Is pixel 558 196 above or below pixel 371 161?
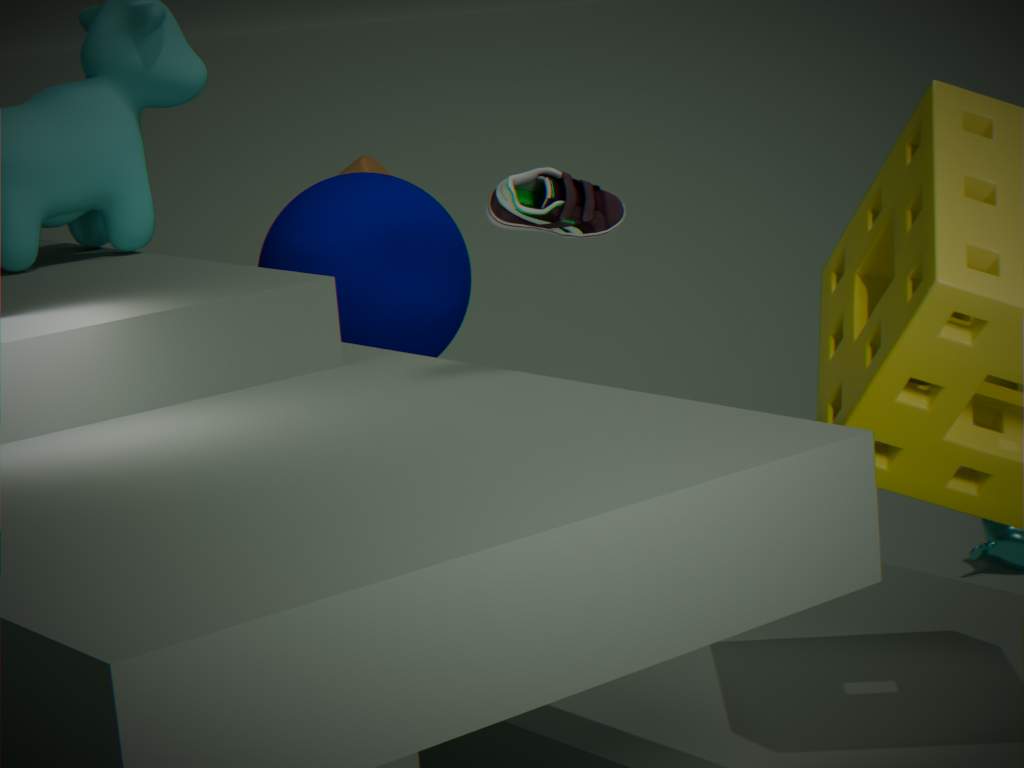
above
